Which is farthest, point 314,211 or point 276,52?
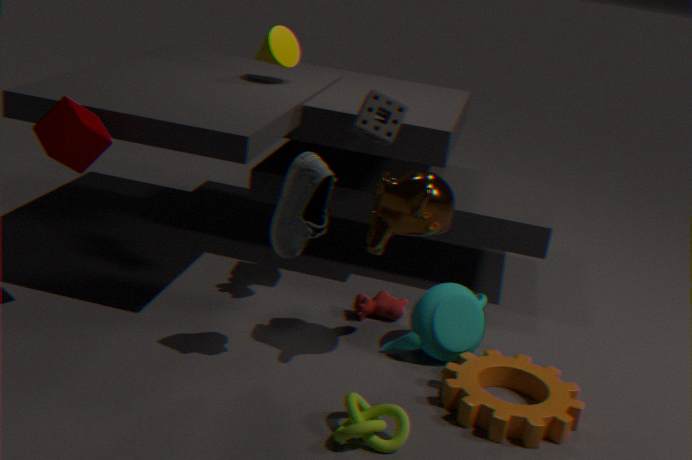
point 276,52
